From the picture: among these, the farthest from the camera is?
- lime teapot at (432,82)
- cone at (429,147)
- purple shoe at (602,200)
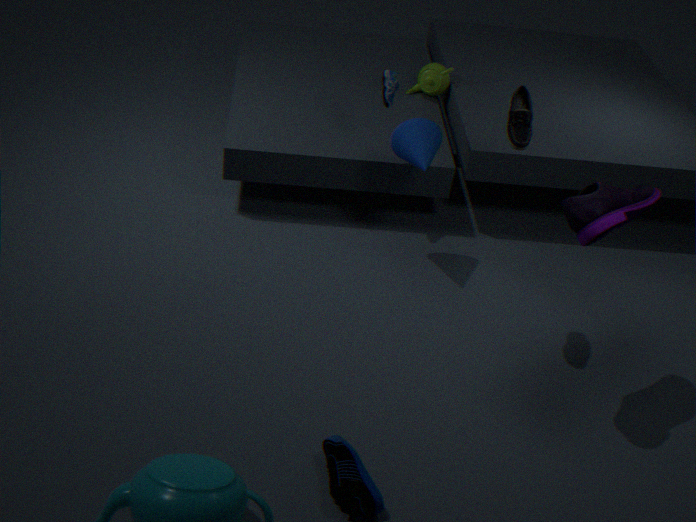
lime teapot at (432,82)
